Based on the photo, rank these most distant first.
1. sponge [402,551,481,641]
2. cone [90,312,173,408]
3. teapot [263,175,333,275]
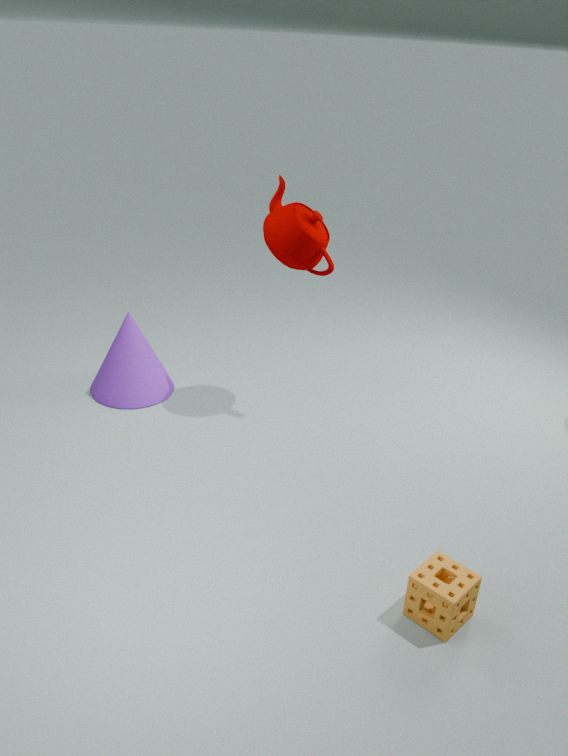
cone [90,312,173,408] < teapot [263,175,333,275] < sponge [402,551,481,641]
